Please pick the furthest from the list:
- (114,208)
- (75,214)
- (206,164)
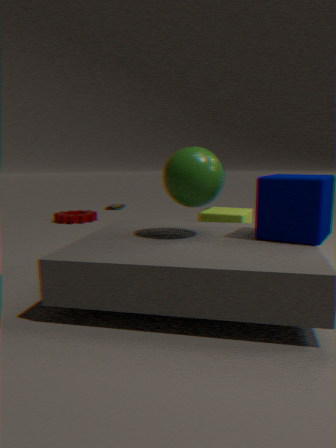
(114,208)
